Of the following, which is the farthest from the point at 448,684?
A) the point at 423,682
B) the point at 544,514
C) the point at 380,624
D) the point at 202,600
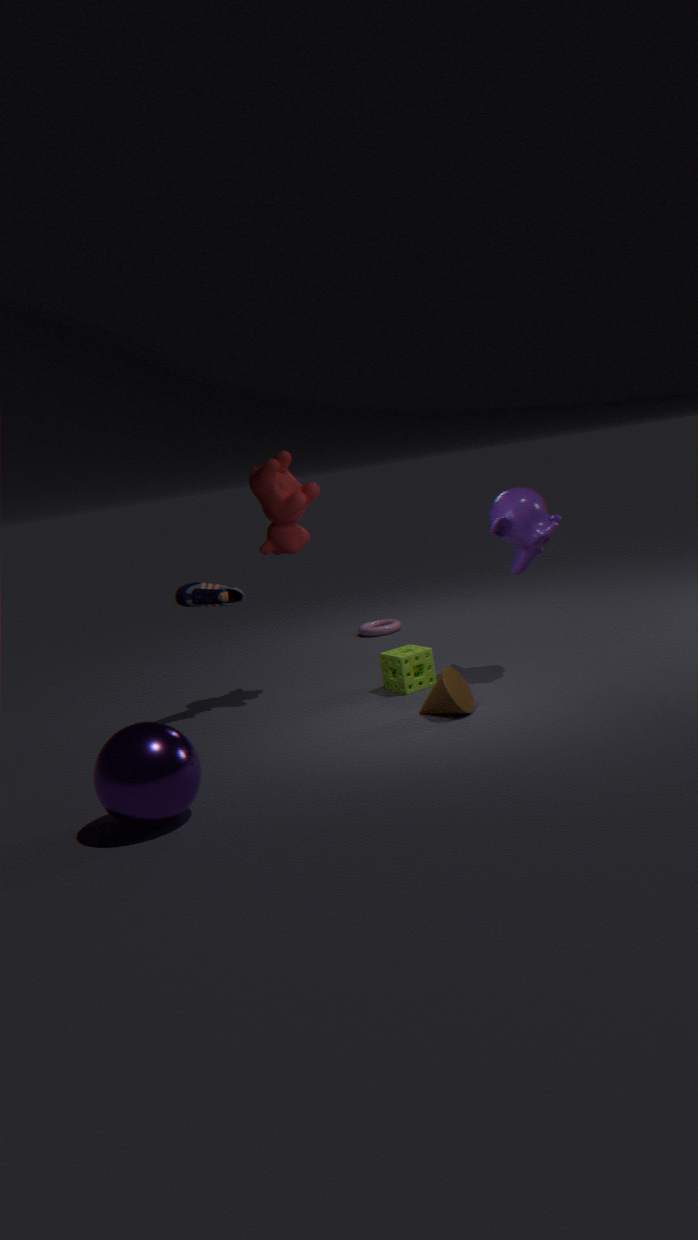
the point at 380,624
